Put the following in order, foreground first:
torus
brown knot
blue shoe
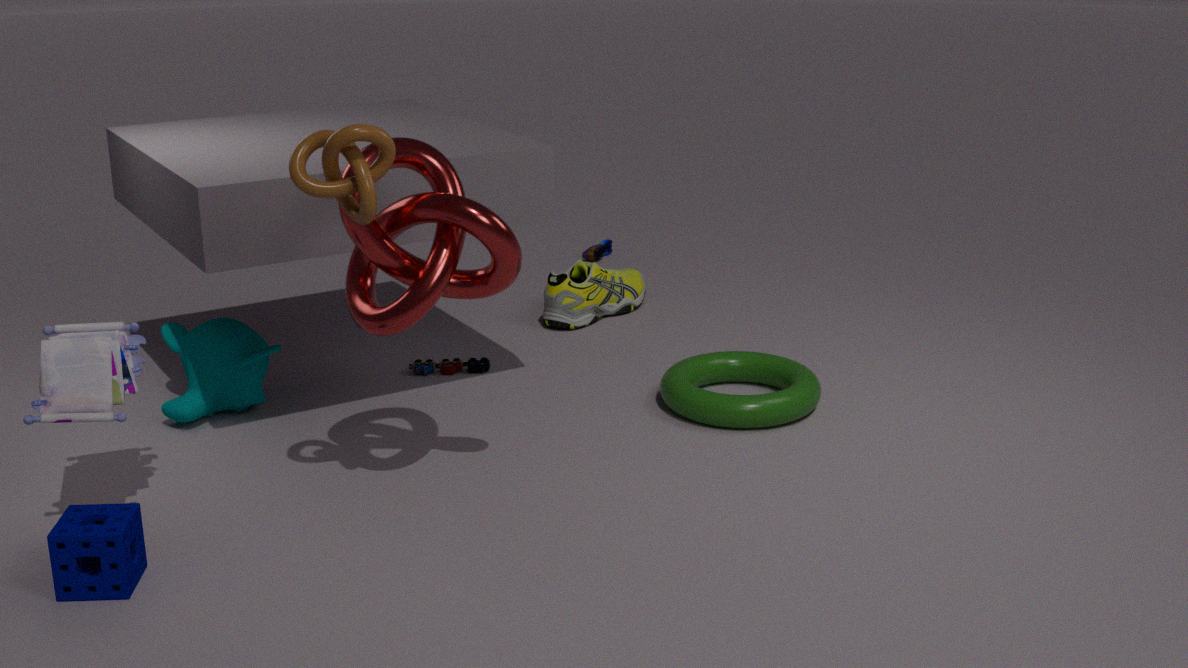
brown knot, torus, blue shoe
